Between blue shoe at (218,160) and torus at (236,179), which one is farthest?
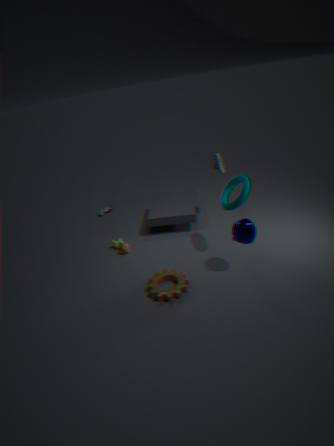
blue shoe at (218,160)
